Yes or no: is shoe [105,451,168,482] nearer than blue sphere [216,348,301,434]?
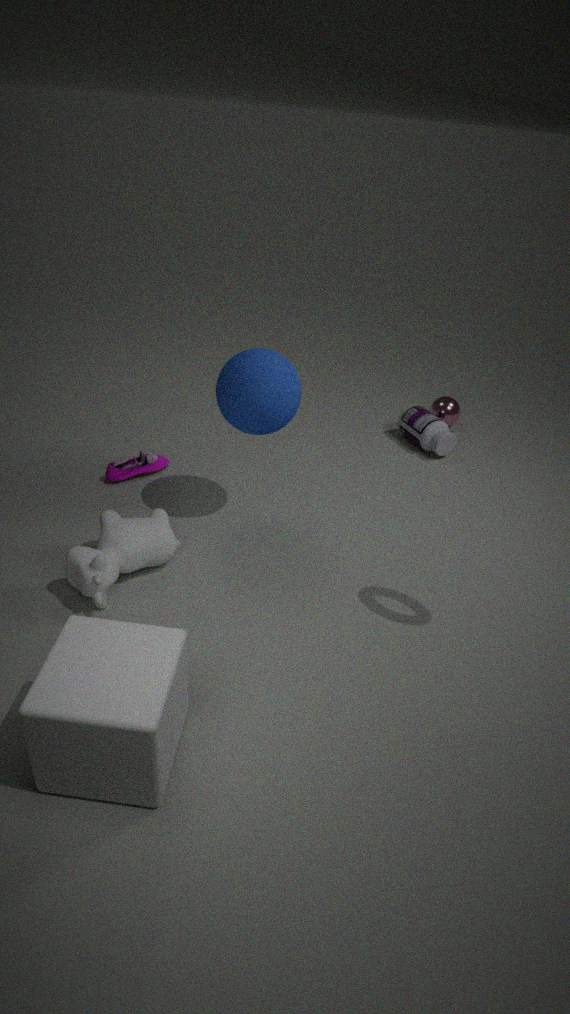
No
